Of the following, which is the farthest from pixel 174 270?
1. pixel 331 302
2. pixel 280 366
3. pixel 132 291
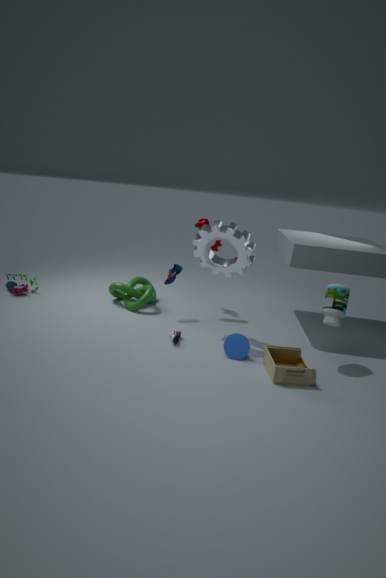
pixel 331 302
